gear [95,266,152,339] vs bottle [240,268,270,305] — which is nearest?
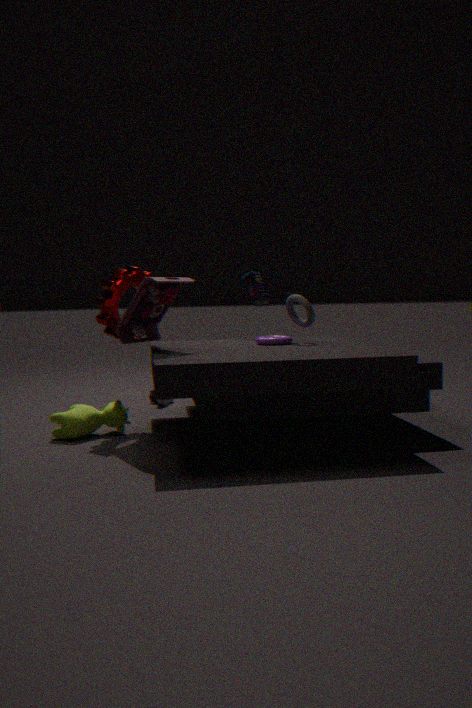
gear [95,266,152,339]
